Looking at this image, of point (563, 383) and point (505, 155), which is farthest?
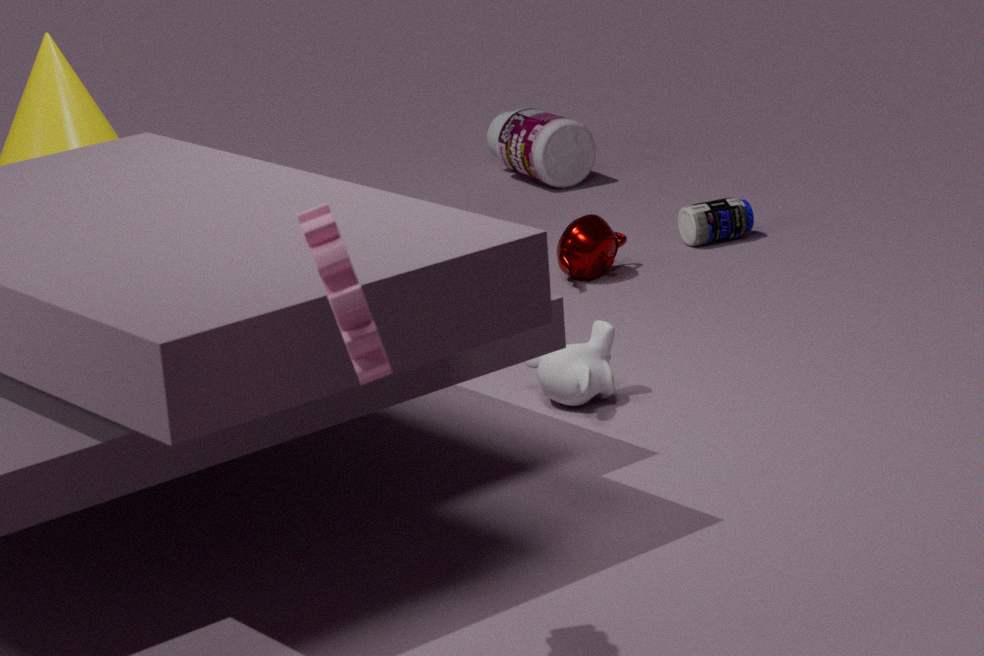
point (505, 155)
